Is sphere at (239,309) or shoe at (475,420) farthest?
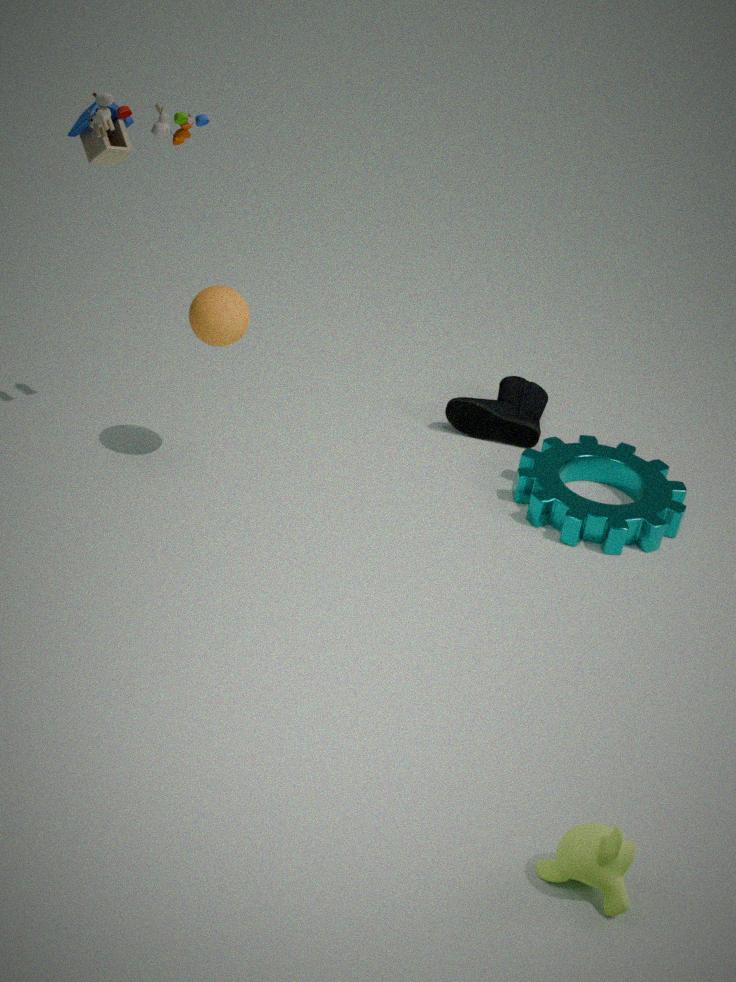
shoe at (475,420)
